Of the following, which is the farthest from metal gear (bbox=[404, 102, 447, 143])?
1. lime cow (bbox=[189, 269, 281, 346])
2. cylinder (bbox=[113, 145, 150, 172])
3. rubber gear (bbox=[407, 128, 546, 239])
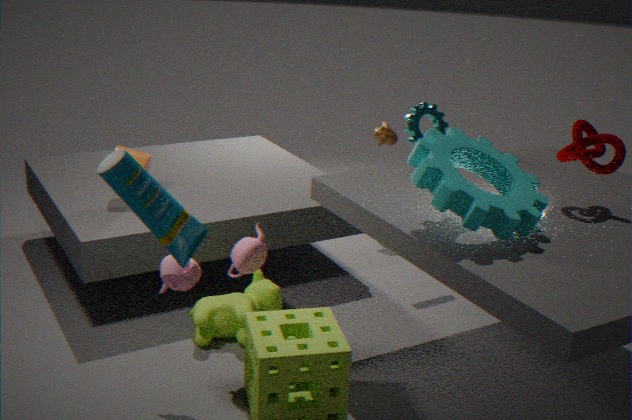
cylinder (bbox=[113, 145, 150, 172])
